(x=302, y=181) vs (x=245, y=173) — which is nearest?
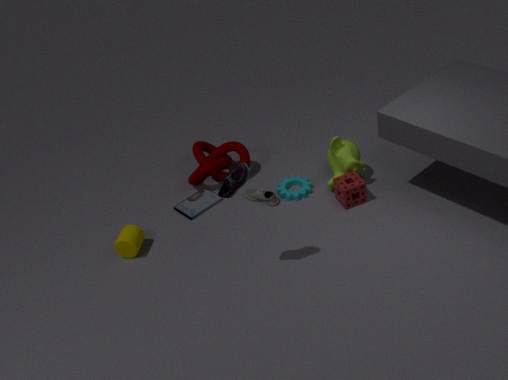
(x=245, y=173)
